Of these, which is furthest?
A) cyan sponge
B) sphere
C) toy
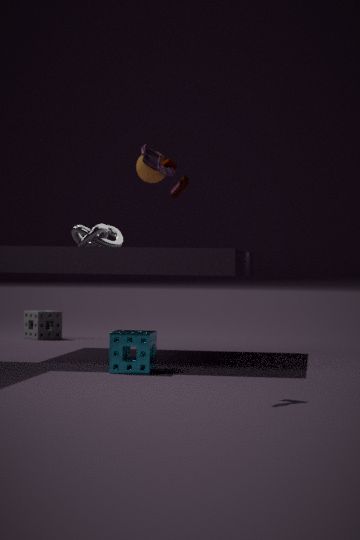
sphere
